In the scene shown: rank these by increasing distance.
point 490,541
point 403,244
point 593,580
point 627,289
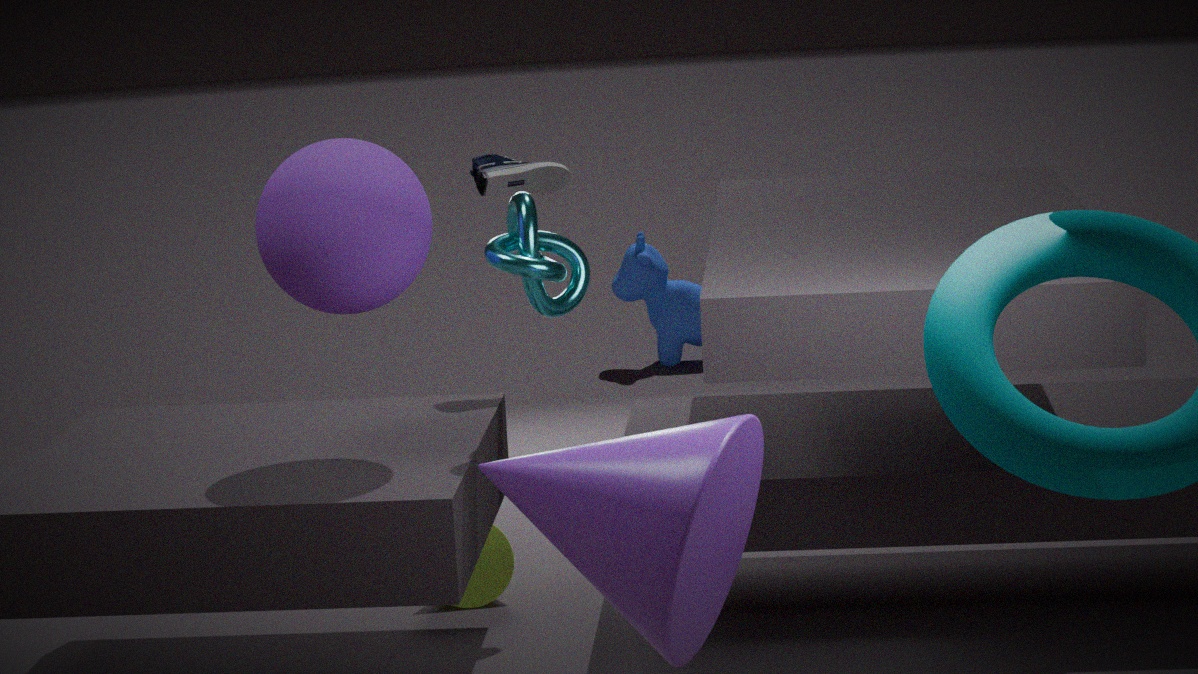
point 593,580, point 403,244, point 490,541, point 627,289
